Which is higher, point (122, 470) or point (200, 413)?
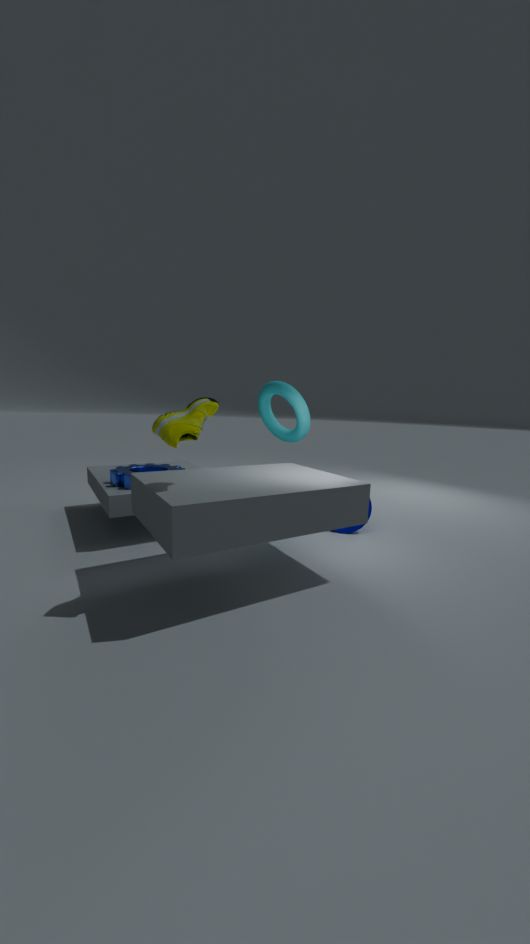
point (200, 413)
